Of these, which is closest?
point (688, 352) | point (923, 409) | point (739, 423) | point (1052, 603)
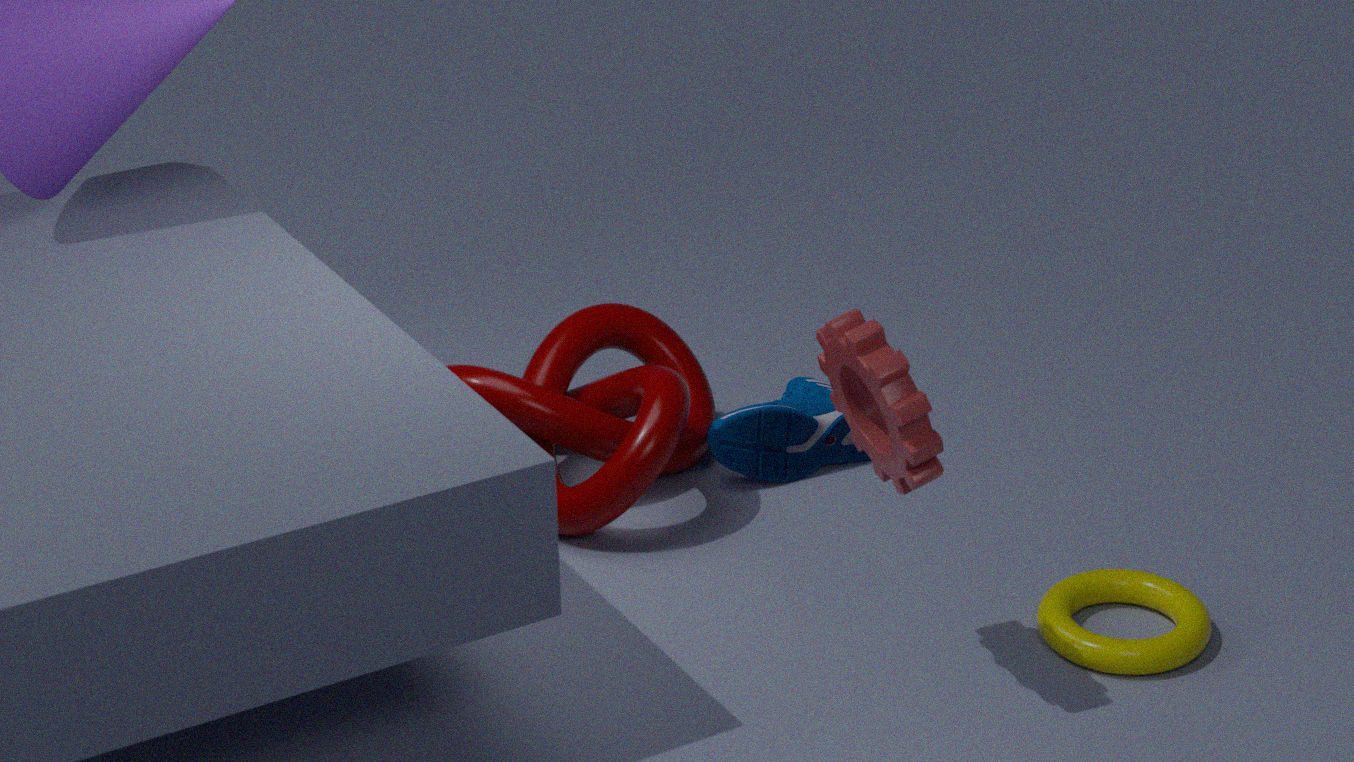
point (923, 409)
